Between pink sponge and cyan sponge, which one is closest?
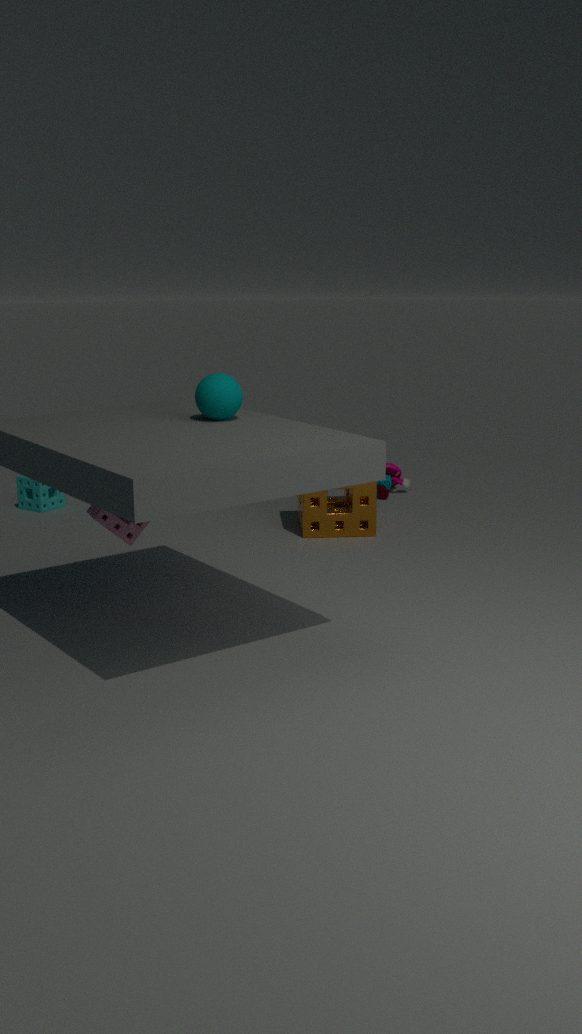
→ pink sponge
